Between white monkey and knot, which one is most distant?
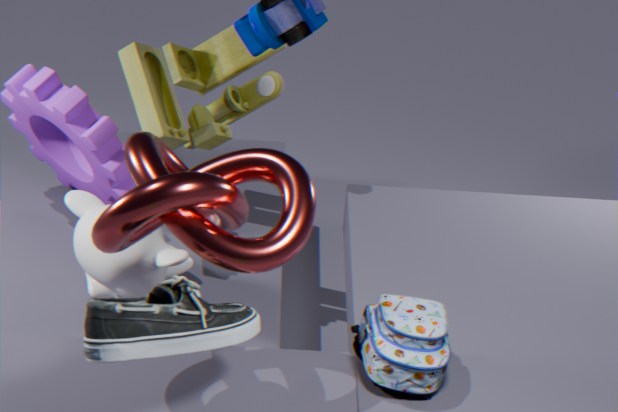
white monkey
